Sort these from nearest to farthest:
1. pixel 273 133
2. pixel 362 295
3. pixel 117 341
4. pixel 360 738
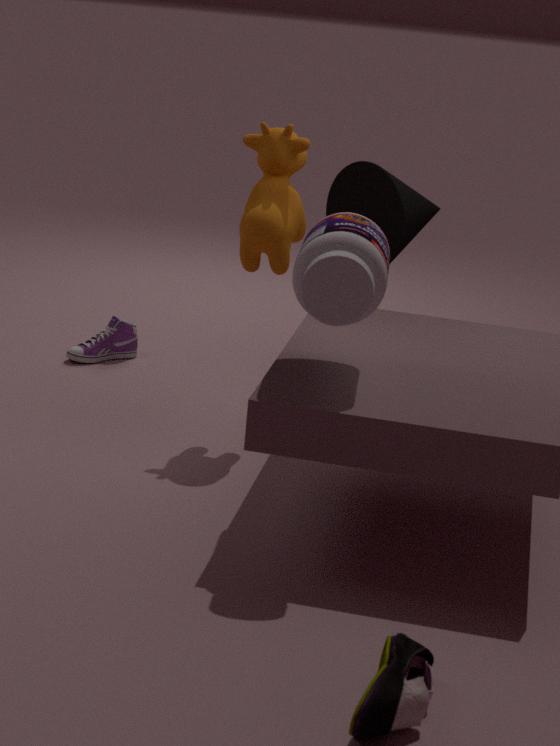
pixel 360 738 → pixel 362 295 → pixel 273 133 → pixel 117 341
